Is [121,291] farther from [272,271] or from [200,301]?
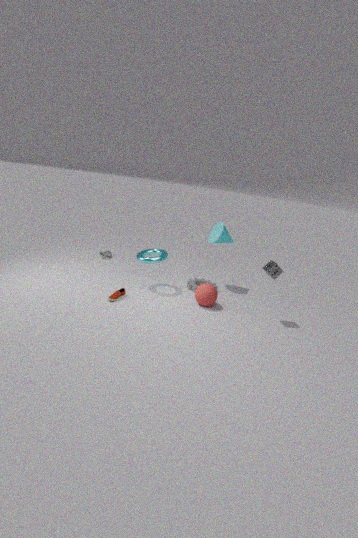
[272,271]
